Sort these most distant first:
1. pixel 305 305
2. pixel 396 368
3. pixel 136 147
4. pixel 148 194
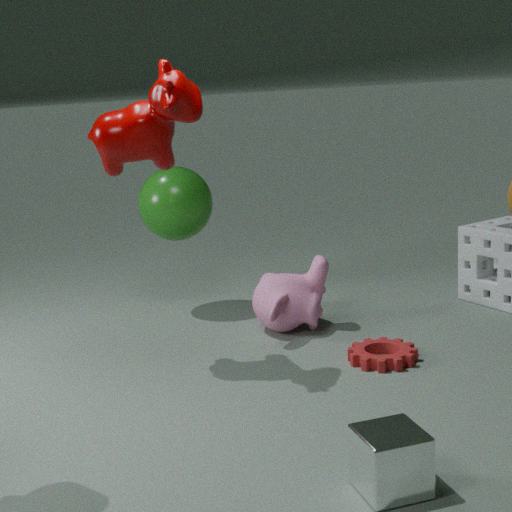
pixel 148 194 → pixel 305 305 → pixel 396 368 → pixel 136 147
